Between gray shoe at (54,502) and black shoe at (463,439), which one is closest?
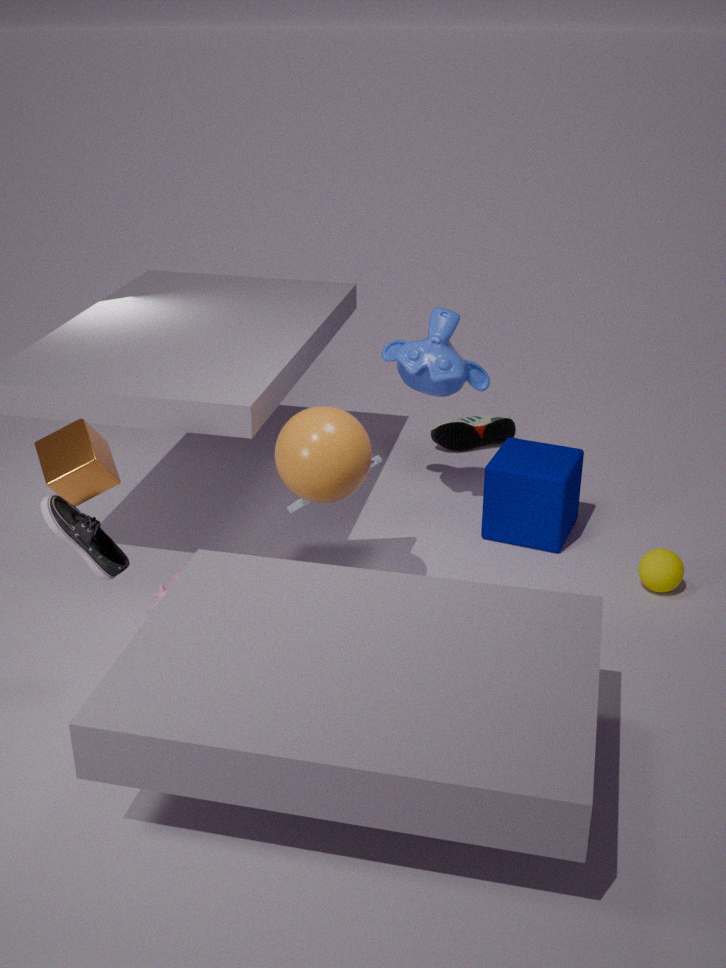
gray shoe at (54,502)
